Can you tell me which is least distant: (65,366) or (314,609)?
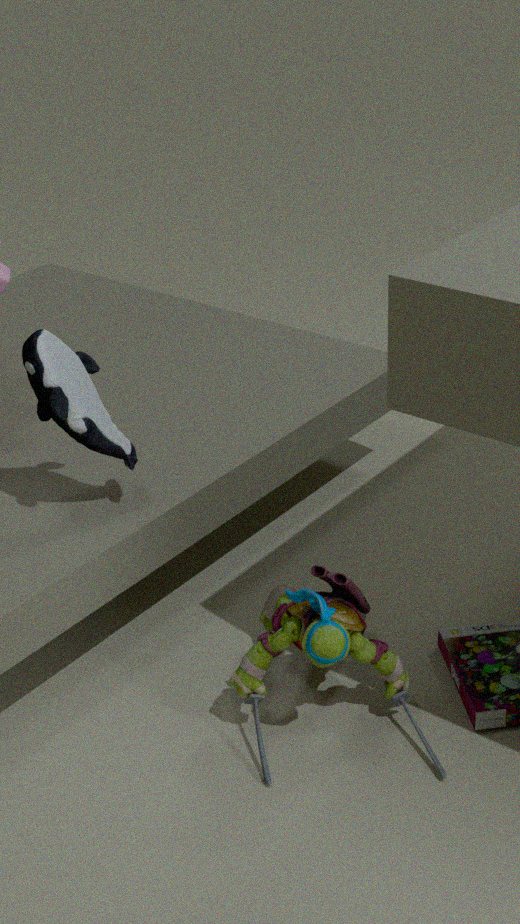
(314,609)
